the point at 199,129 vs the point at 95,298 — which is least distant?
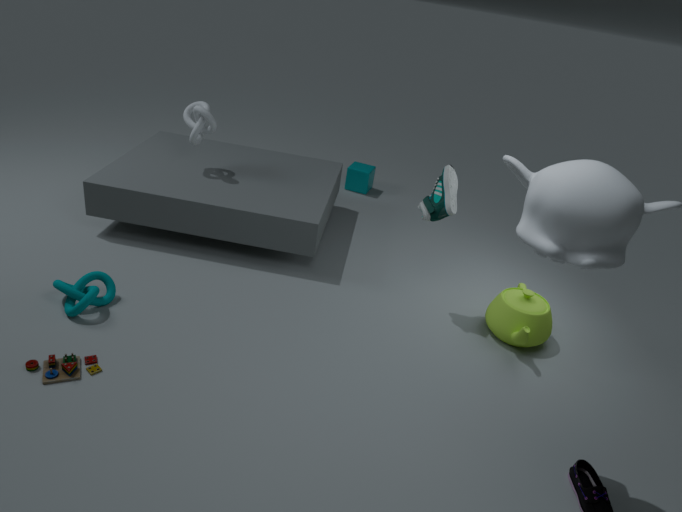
the point at 95,298
